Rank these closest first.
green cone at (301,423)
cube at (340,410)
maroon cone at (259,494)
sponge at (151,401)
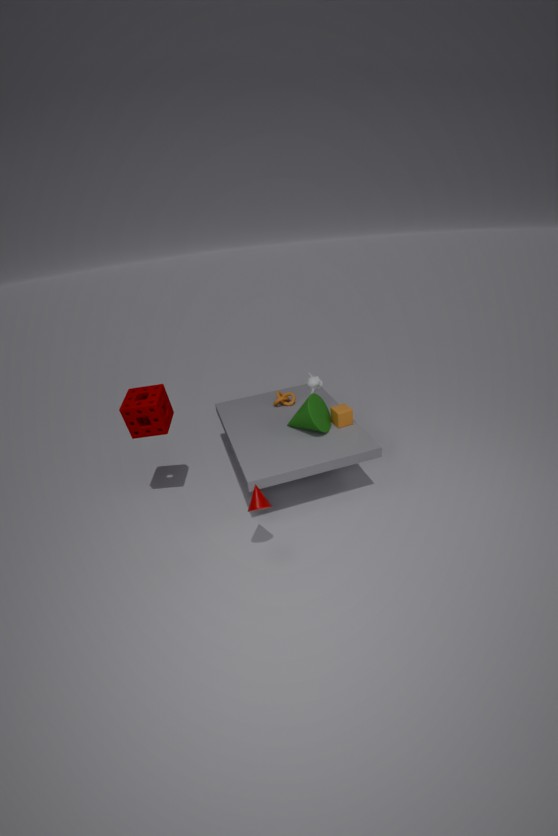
maroon cone at (259,494) < sponge at (151,401) < green cone at (301,423) < cube at (340,410)
